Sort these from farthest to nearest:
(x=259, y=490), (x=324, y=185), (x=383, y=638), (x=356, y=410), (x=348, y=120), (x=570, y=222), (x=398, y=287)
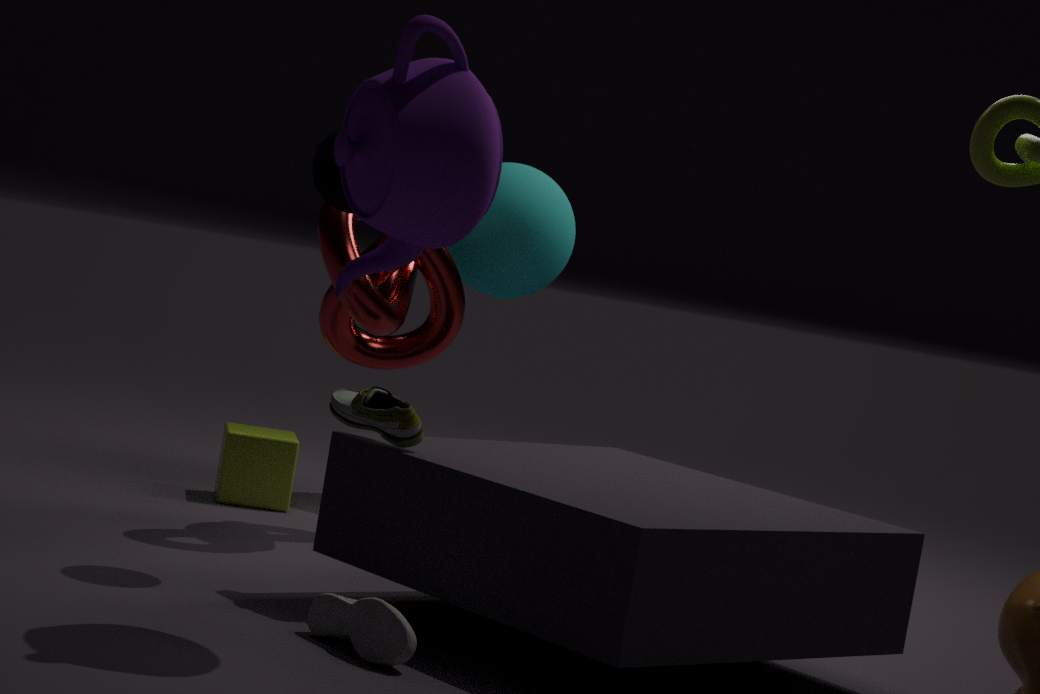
(x=570, y=222) → (x=259, y=490) → (x=398, y=287) → (x=324, y=185) → (x=356, y=410) → (x=348, y=120) → (x=383, y=638)
